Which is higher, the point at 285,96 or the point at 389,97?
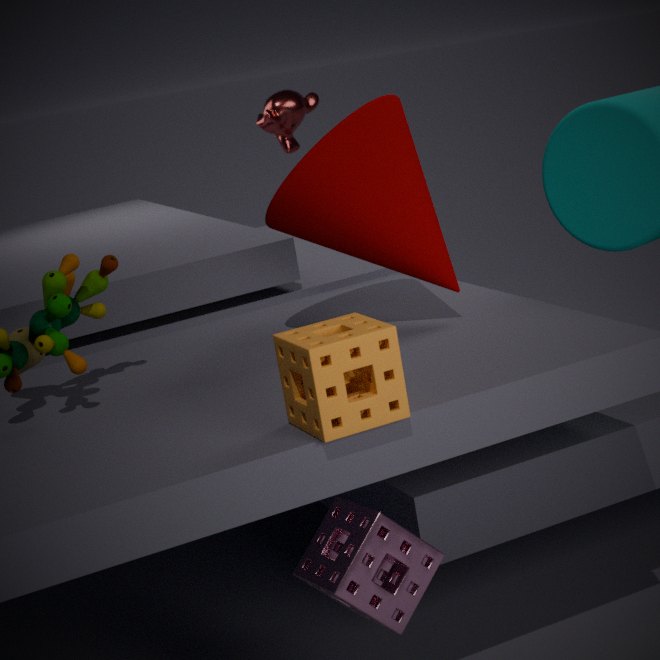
the point at 285,96
